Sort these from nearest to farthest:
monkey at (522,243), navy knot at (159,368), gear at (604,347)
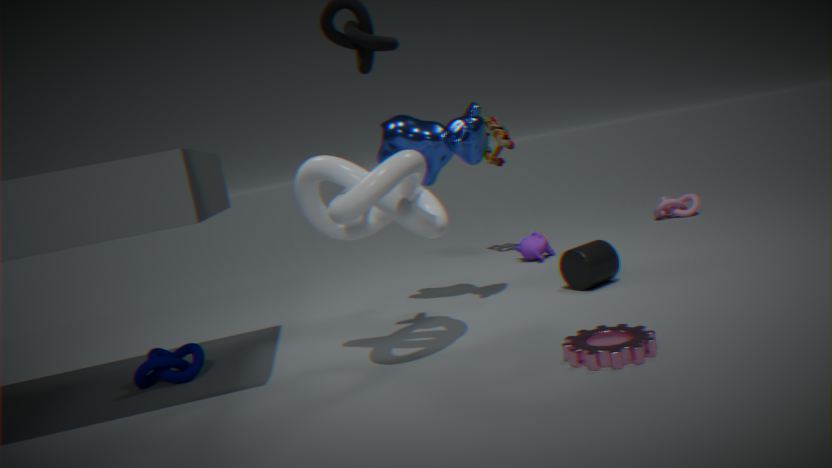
gear at (604,347) < navy knot at (159,368) < monkey at (522,243)
